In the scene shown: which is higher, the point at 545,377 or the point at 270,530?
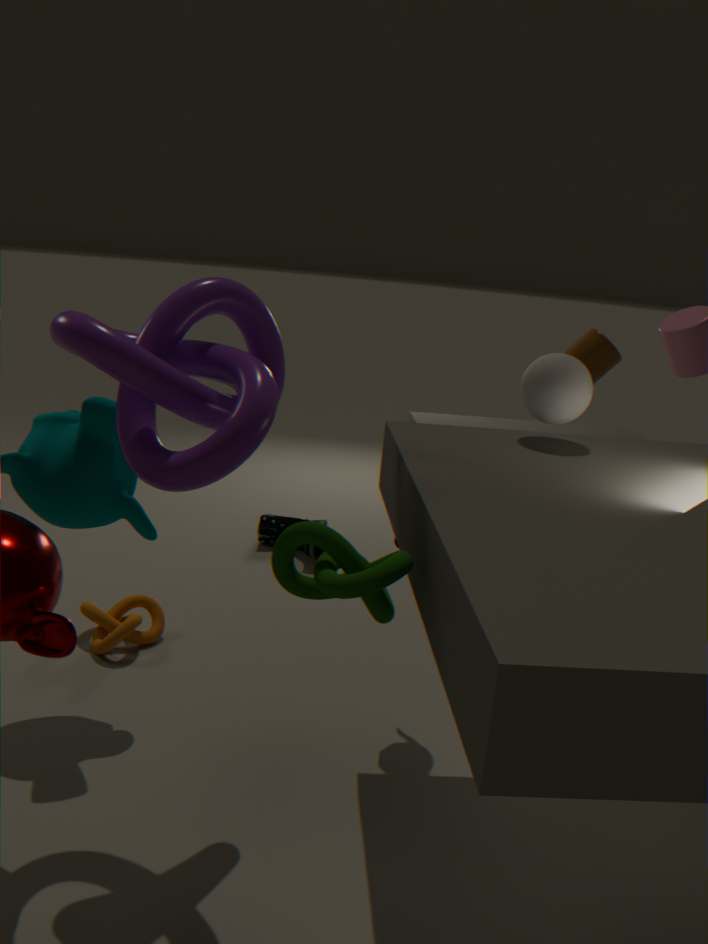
the point at 545,377
